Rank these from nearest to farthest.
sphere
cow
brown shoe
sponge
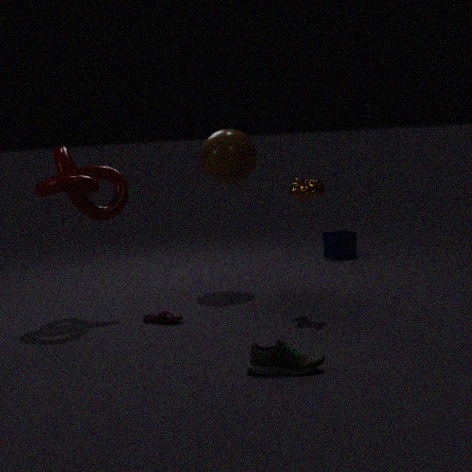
brown shoe, cow, sphere, sponge
